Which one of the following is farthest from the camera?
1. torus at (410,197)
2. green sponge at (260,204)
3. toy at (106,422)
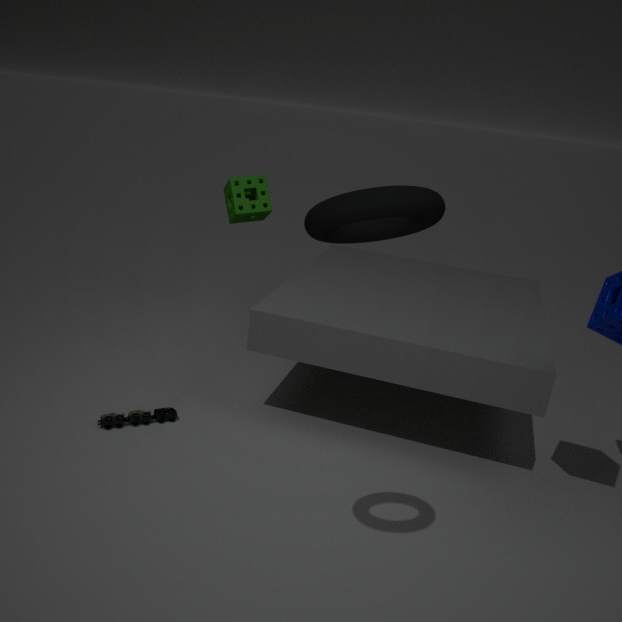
green sponge at (260,204)
